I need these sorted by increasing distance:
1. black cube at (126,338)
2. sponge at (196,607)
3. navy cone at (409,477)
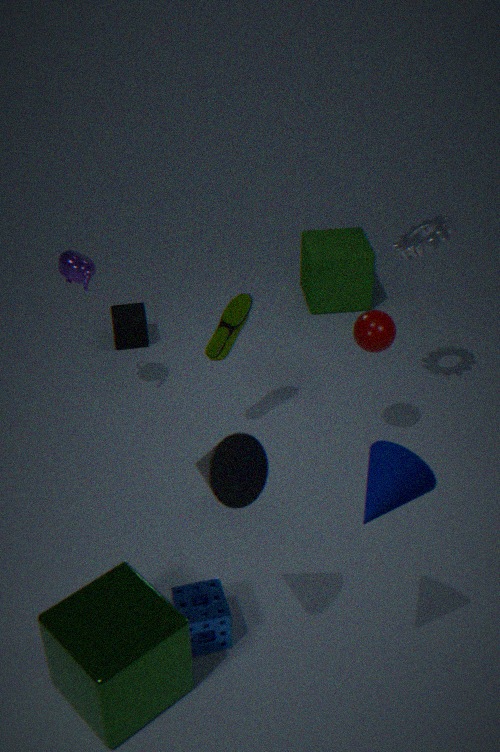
navy cone at (409,477) < sponge at (196,607) < black cube at (126,338)
